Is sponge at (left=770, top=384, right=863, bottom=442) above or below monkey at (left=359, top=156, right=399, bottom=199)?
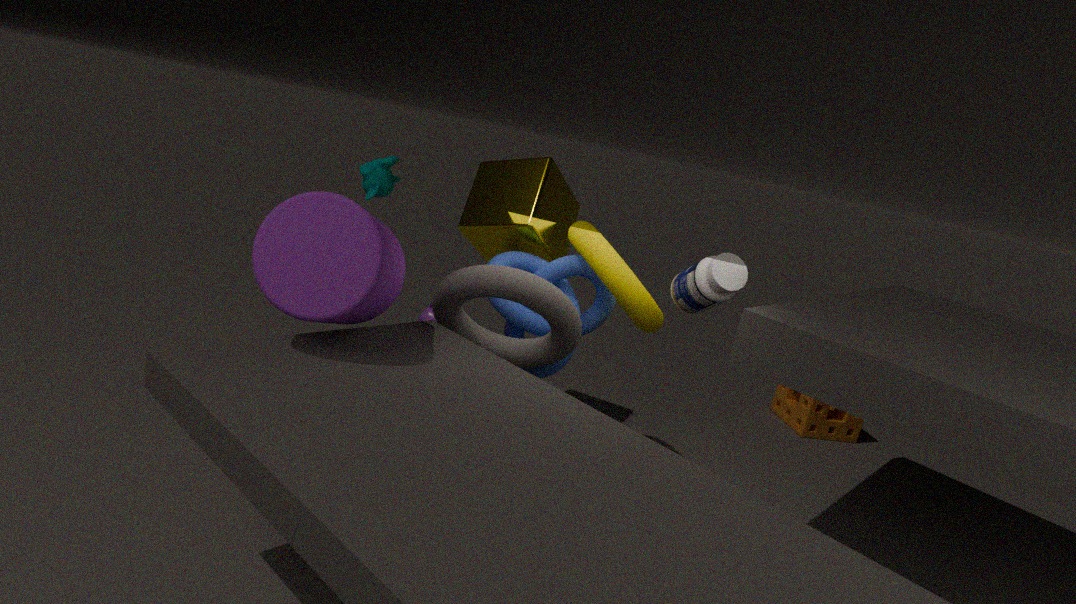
below
